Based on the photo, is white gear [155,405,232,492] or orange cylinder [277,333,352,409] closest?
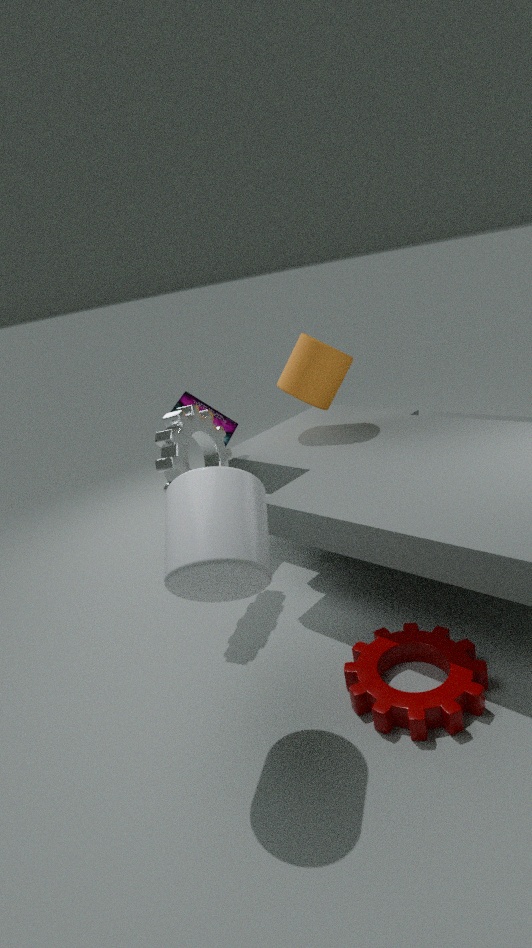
white gear [155,405,232,492]
